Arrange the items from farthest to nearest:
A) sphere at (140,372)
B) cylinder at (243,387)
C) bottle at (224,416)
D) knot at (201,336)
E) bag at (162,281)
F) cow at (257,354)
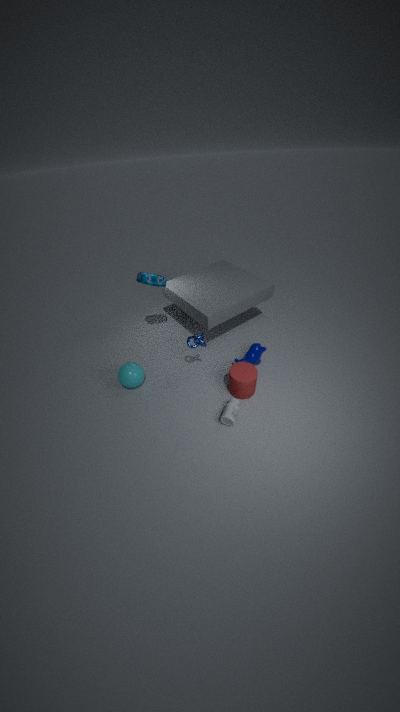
cow at (257,354) < bag at (162,281) < sphere at (140,372) < knot at (201,336) < cylinder at (243,387) < bottle at (224,416)
